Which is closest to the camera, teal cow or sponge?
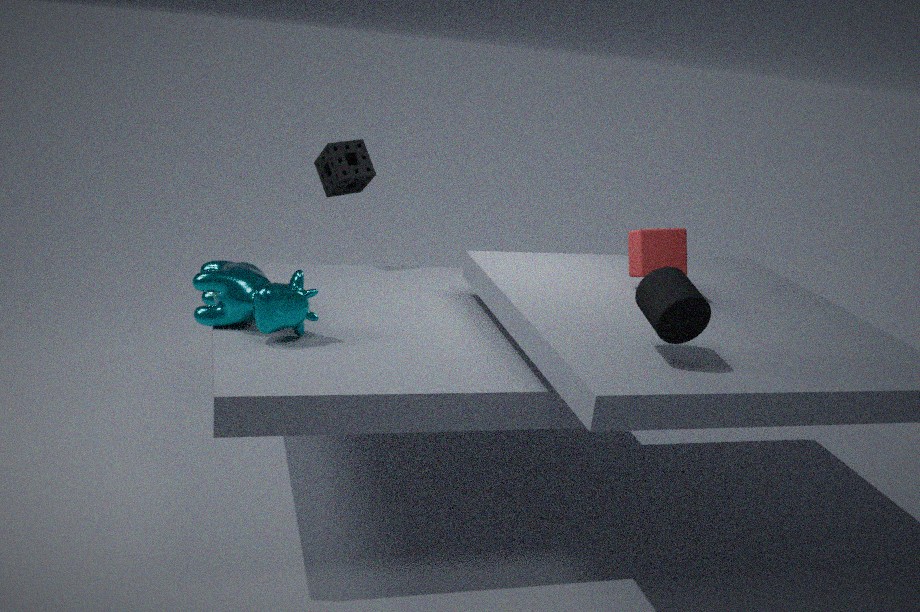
teal cow
